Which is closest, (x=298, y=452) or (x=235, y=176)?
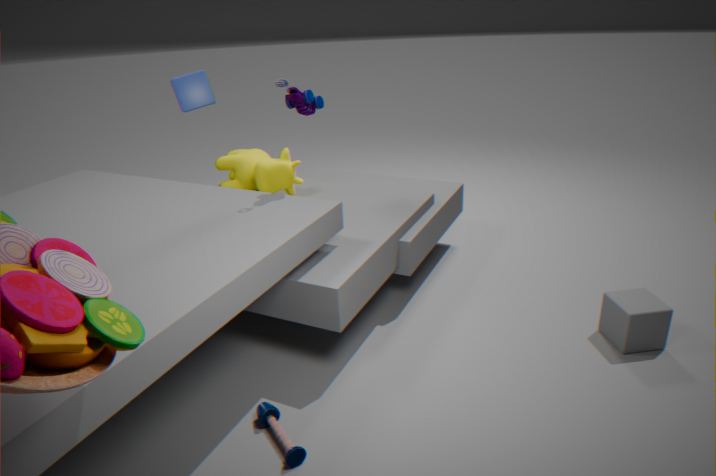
(x=298, y=452)
